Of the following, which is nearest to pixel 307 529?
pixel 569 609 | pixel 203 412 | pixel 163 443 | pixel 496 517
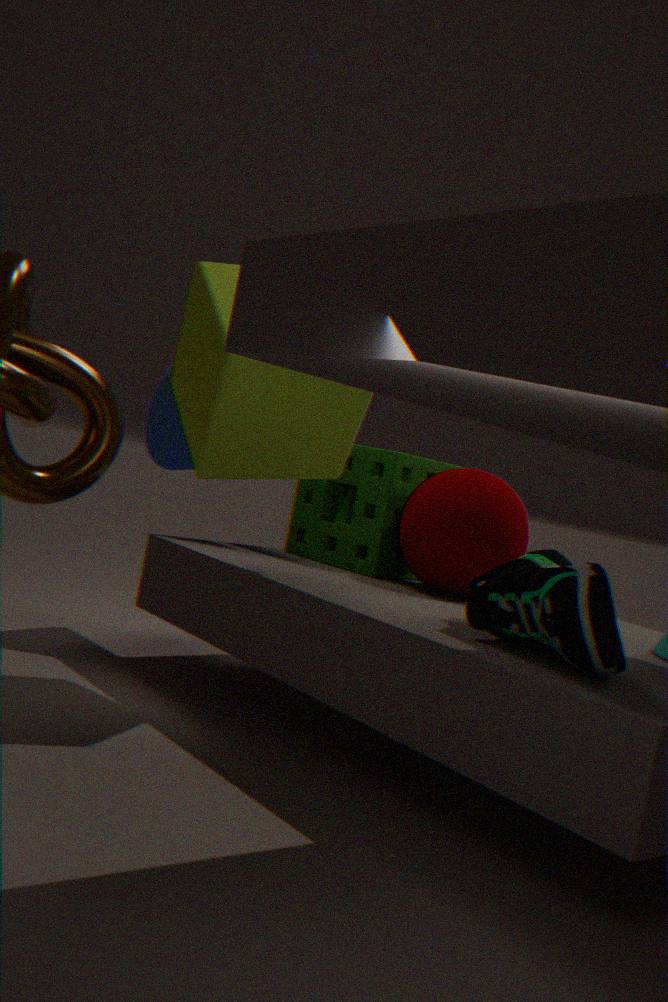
pixel 496 517
